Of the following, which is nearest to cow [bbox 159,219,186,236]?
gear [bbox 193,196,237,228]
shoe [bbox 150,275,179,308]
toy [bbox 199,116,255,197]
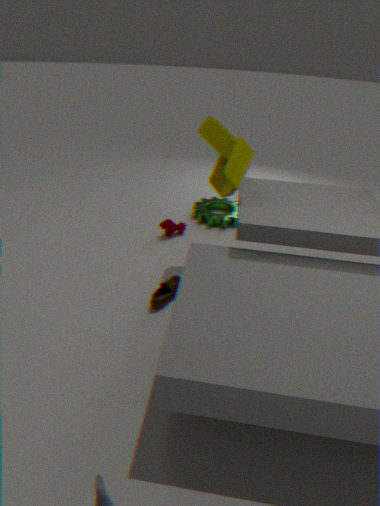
gear [bbox 193,196,237,228]
